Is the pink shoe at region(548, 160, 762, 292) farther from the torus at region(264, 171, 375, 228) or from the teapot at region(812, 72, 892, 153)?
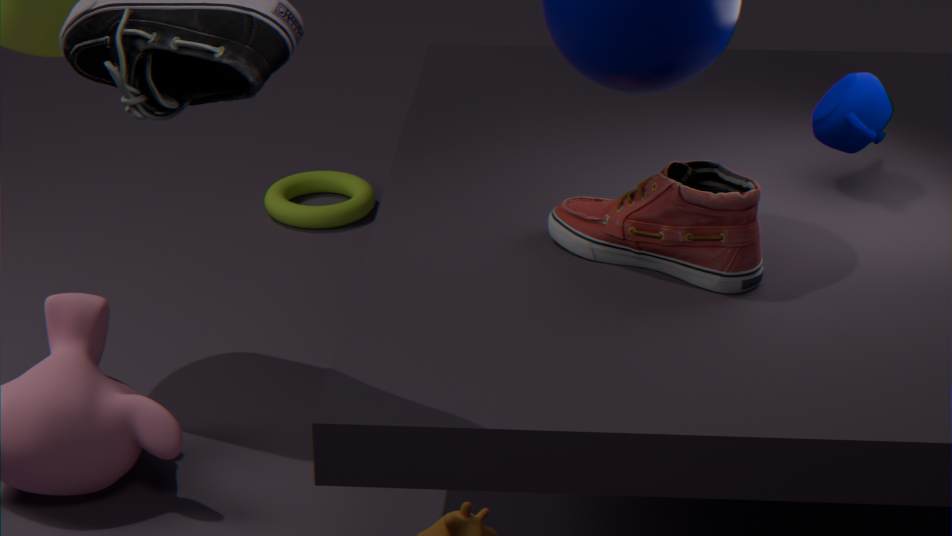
the torus at region(264, 171, 375, 228)
